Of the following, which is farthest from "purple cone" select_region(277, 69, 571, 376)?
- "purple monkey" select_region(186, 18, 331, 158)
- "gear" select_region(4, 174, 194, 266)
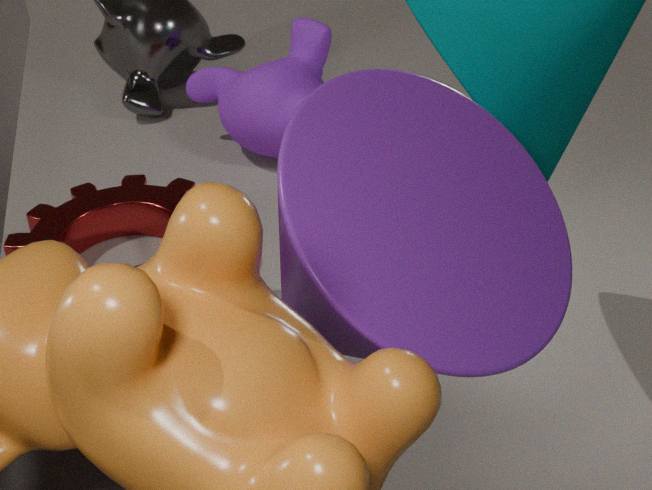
"purple monkey" select_region(186, 18, 331, 158)
